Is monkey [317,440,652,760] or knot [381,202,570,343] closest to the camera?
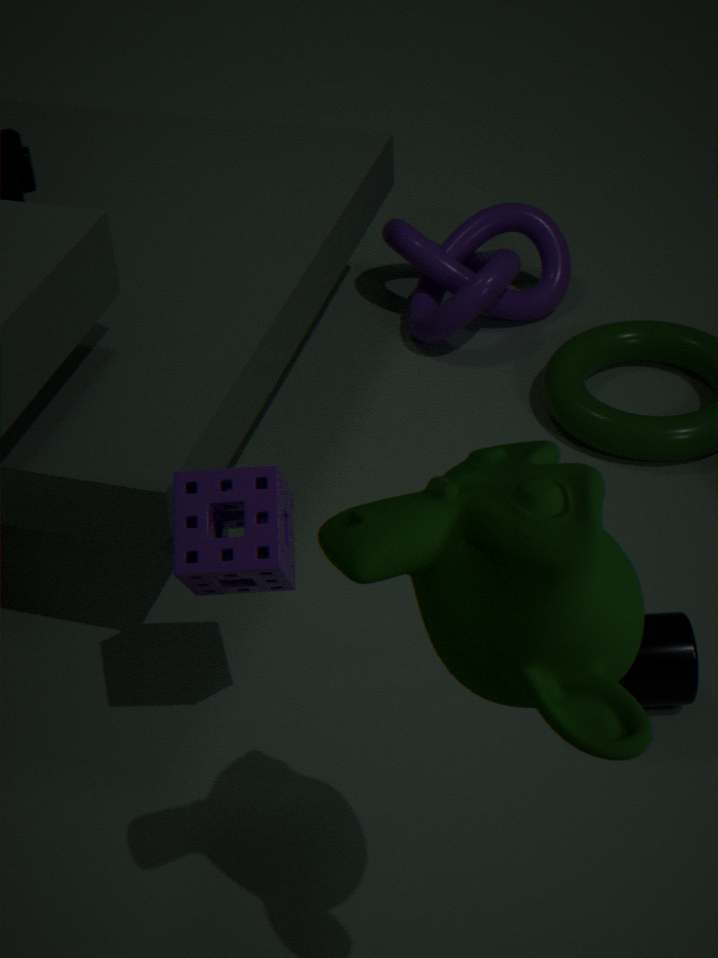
monkey [317,440,652,760]
